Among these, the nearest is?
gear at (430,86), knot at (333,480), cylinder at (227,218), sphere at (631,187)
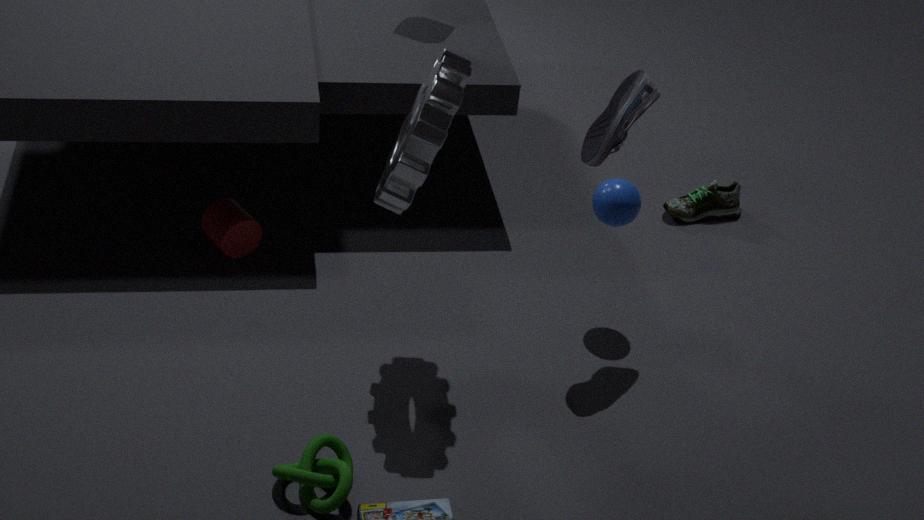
gear at (430,86)
